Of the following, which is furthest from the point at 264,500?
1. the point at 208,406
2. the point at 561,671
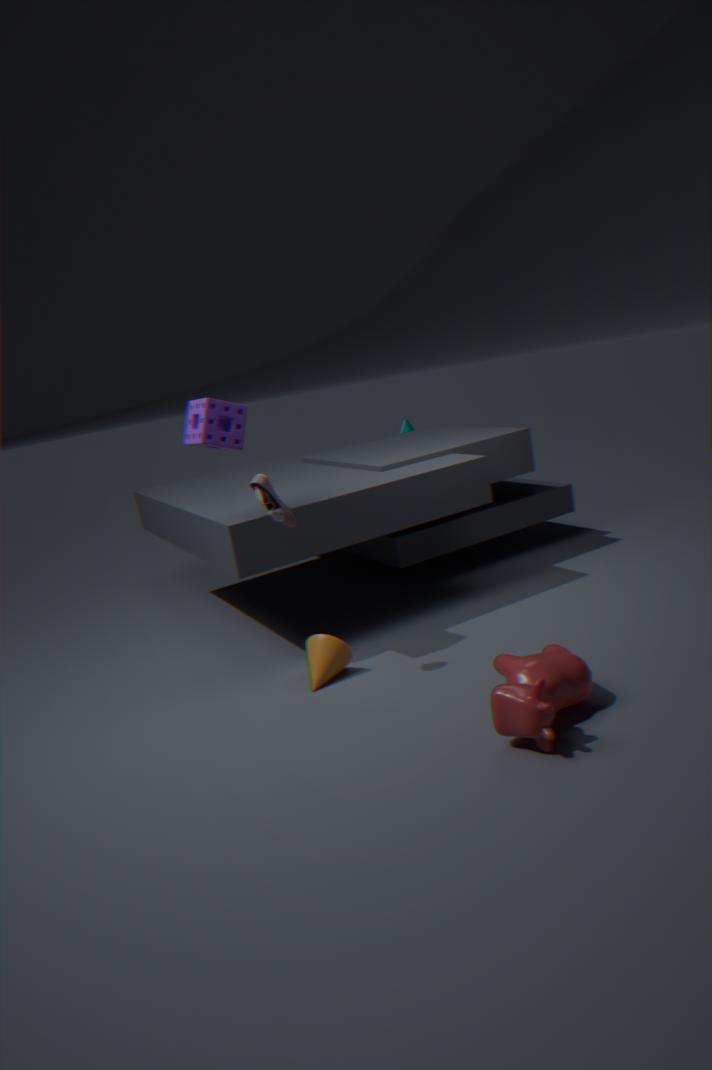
the point at 561,671
